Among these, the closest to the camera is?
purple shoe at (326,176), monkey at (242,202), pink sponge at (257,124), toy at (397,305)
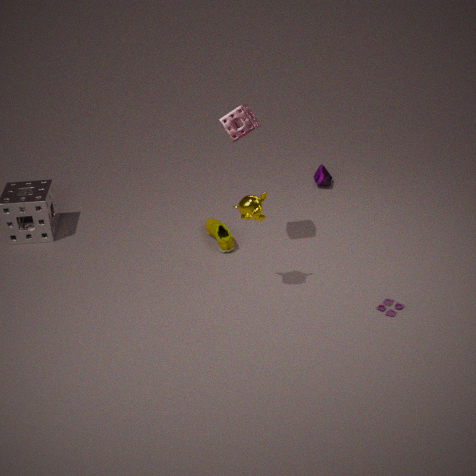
monkey at (242,202)
